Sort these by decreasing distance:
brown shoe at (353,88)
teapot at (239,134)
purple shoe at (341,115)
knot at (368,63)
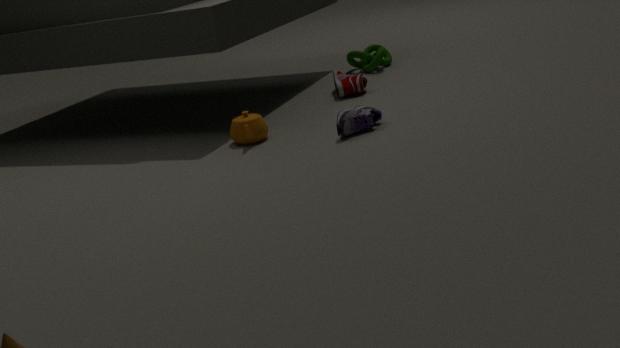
knot at (368,63), brown shoe at (353,88), teapot at (239,134), purple shoe at (341,115)
